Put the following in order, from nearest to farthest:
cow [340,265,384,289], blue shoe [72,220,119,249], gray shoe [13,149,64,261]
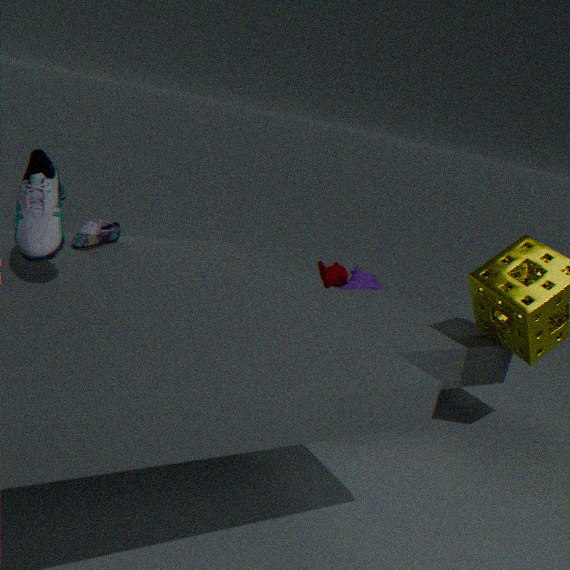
gray shoe [13,149,64,261] → blue shoe [72,220,119,249] → cow [340,265,384,289]
